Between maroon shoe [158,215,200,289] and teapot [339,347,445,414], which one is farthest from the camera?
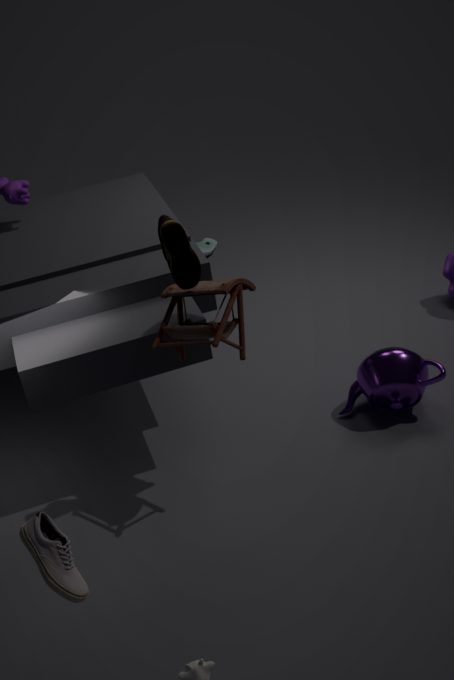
teapot [339,347,445,414]
